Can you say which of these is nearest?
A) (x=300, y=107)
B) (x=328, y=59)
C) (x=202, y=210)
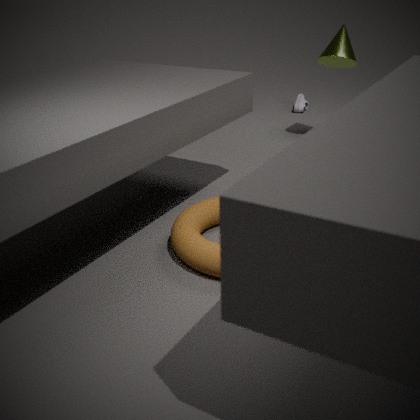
(x=202, y=210)
